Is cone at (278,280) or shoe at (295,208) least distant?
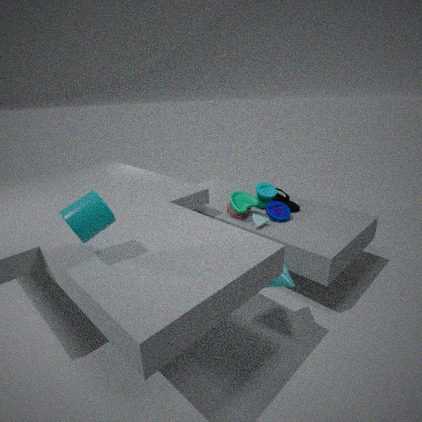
cone at (278,280)
